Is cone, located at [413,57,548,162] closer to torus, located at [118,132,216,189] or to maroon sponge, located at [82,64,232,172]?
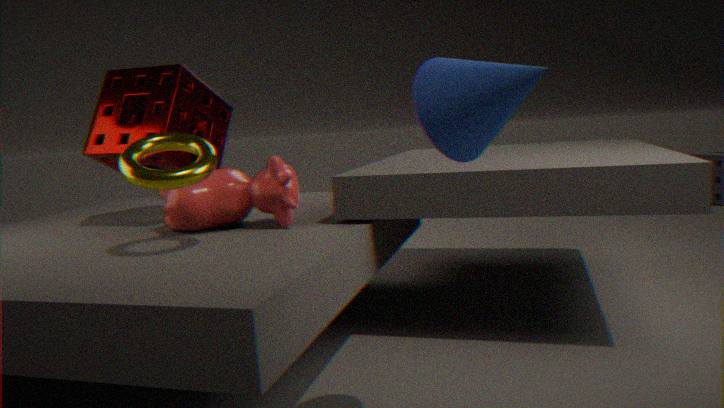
torus, located at [118,132,216,189]
